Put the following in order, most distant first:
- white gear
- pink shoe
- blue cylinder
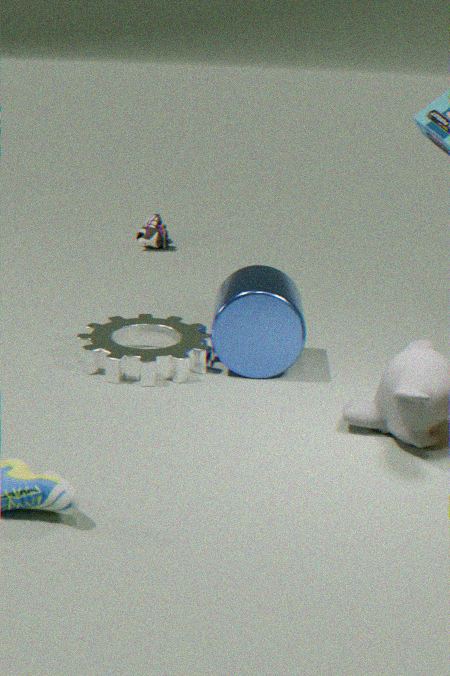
pink shoe → white gear → blue cylinder
